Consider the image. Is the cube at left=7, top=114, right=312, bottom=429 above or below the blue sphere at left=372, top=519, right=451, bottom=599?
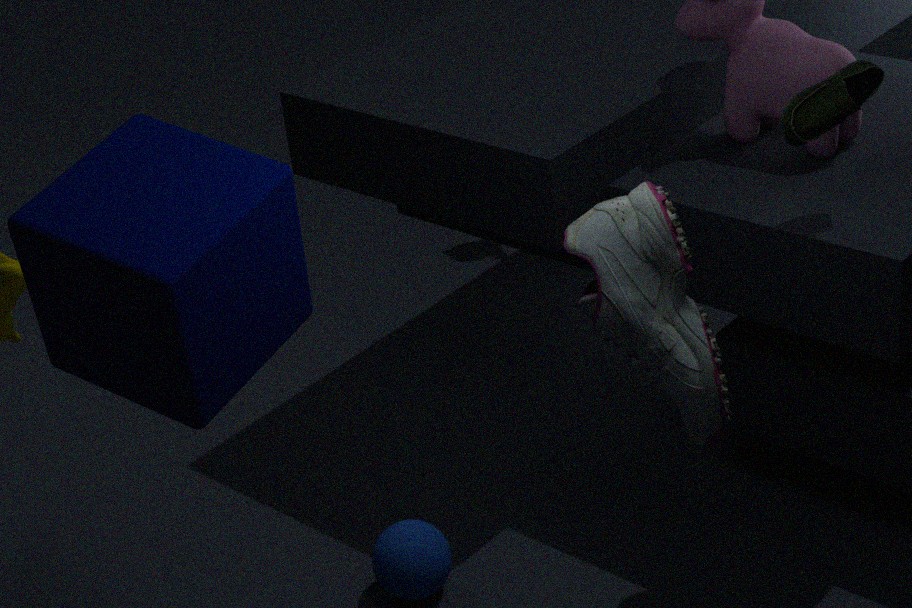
above
